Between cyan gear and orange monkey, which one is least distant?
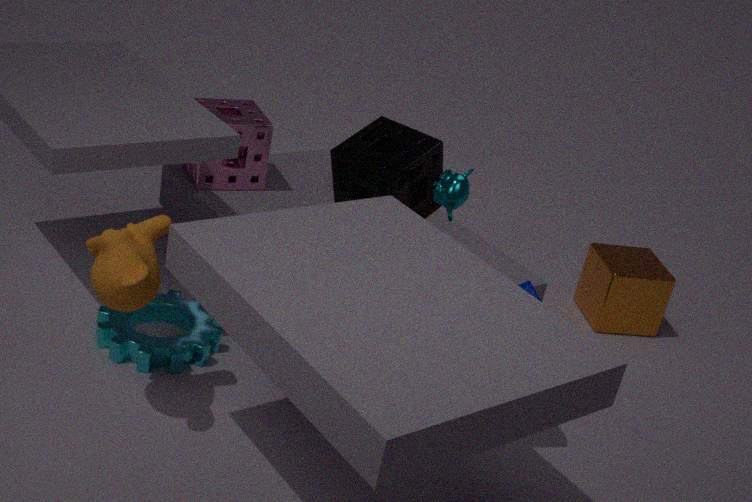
orange monkey
